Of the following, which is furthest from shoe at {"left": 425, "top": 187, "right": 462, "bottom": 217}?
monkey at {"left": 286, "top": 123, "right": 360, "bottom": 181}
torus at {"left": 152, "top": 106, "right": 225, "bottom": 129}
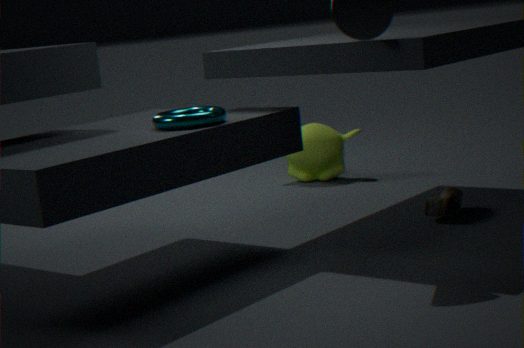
torus at {"left": 152, "top": 106, "right": 225, "bottom": 129}
